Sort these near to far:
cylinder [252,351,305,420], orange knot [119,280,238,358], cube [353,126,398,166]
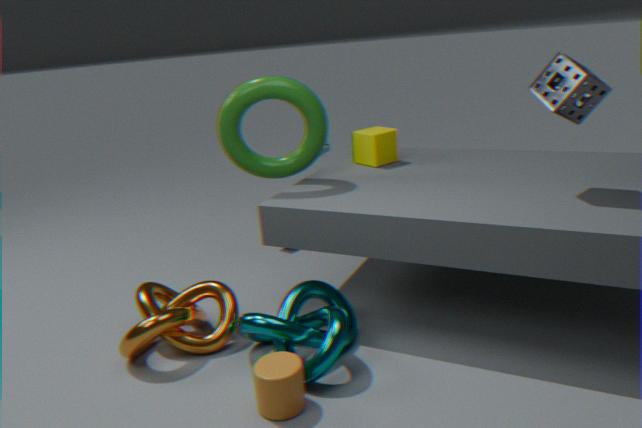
cylinder [252,351,305,420] < orange knot [119,280,238,358] < cube [353,126,398,166]
